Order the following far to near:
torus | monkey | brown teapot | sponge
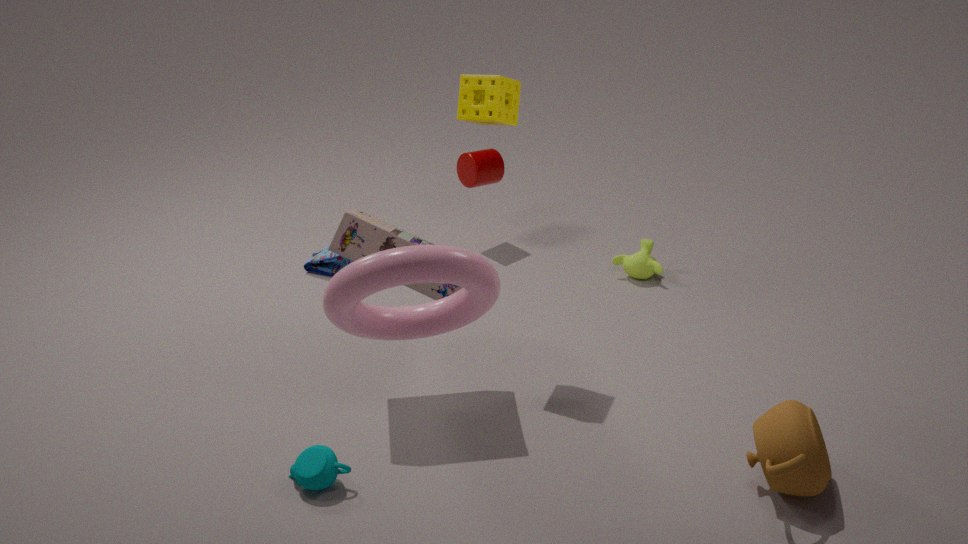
monkey → sponge → brown teapot → torus
